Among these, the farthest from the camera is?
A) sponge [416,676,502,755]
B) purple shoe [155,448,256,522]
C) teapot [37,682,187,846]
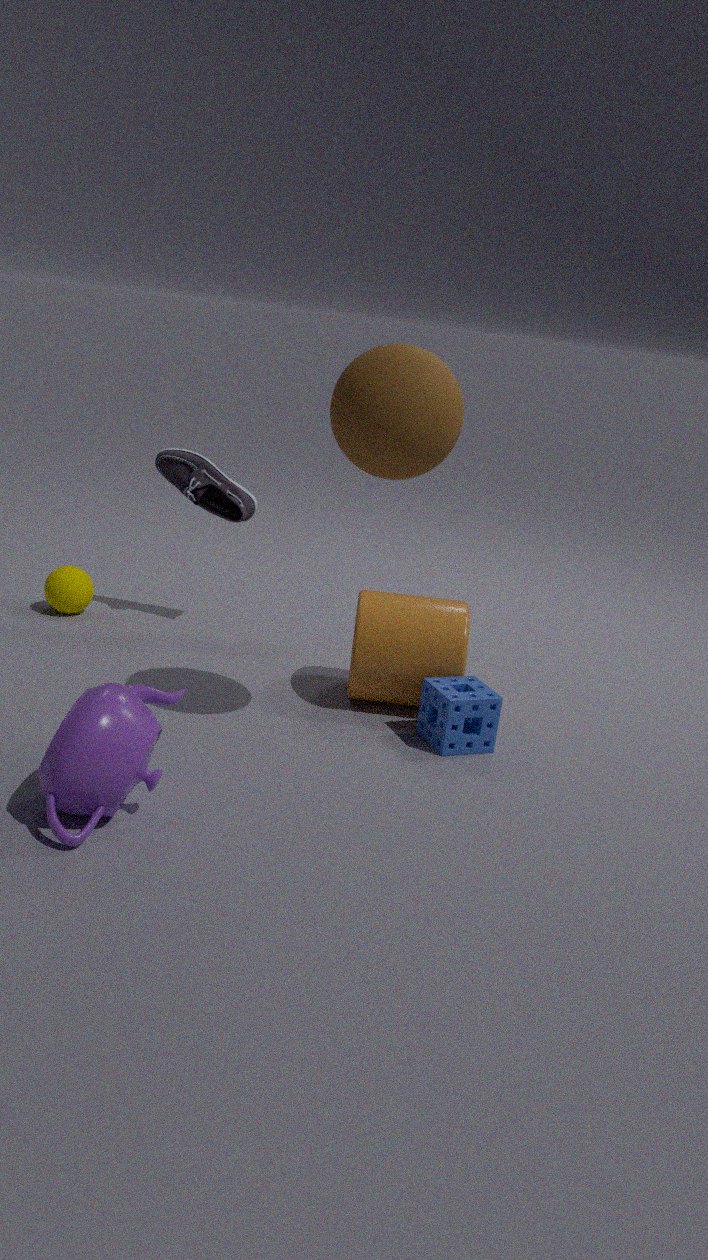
purple shoe [155,448,256,522]
